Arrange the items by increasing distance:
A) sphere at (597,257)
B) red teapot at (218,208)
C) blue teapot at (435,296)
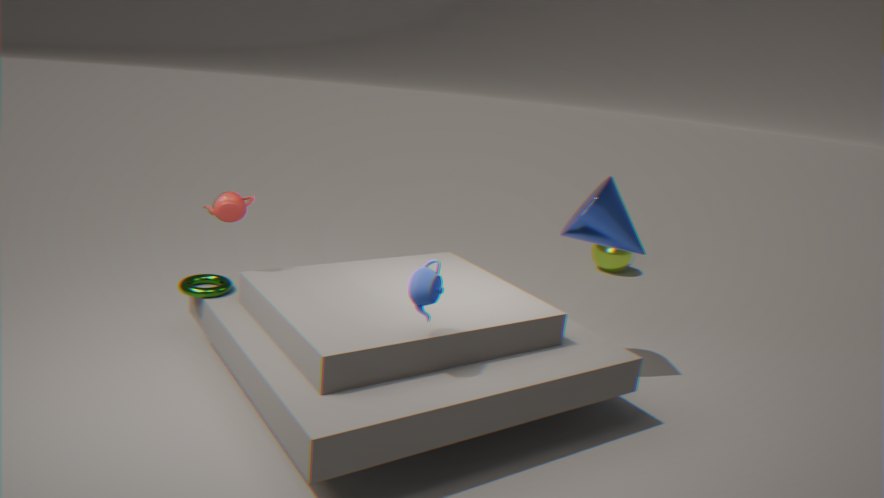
blue teapot at (435,296) < red teapot at (218,208) < sphere at (597,257)
